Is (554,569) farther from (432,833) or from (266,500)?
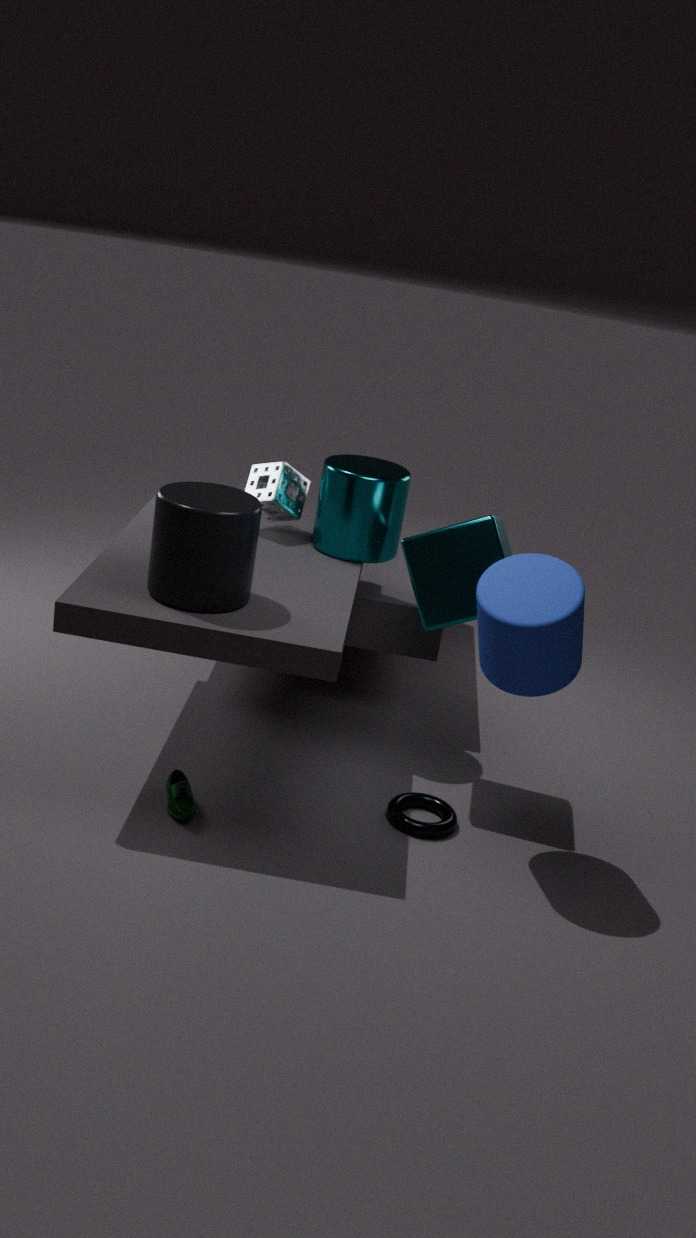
(266,500)
